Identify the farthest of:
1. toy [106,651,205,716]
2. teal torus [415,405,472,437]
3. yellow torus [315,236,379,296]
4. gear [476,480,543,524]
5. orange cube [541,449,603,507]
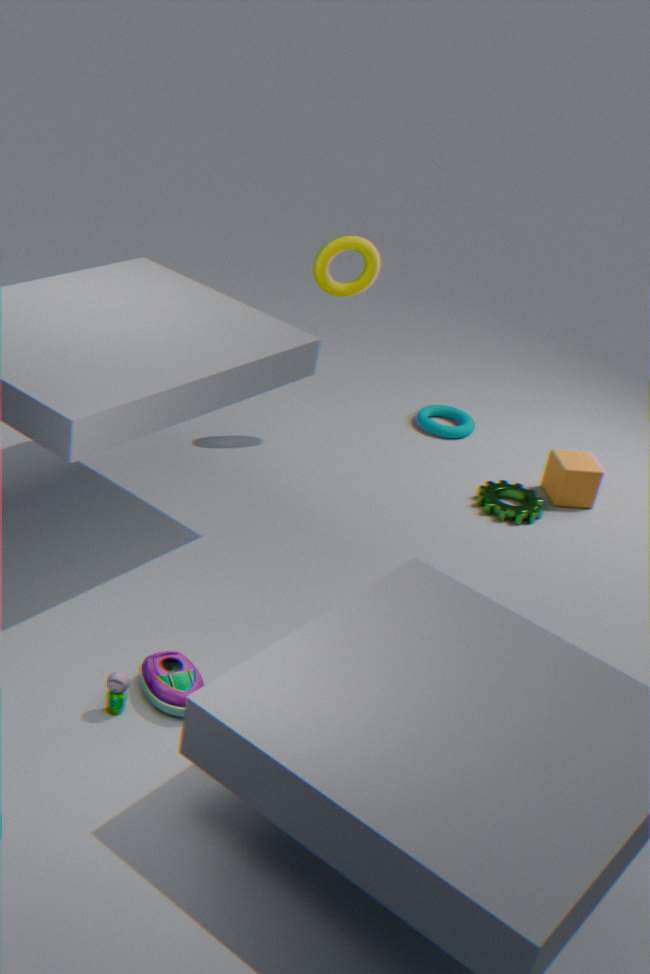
teal torus [415,405,472,437]
